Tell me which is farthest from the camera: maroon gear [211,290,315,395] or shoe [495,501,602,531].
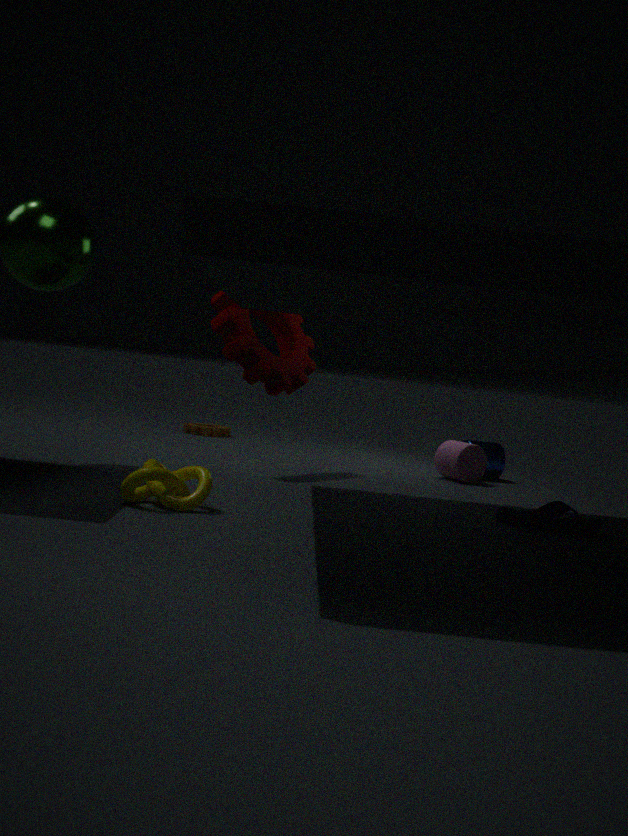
maroon gear [211,290,315,395]
